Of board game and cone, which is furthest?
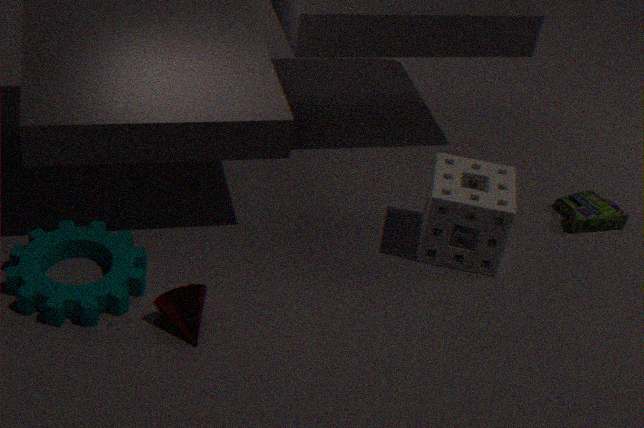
board game
